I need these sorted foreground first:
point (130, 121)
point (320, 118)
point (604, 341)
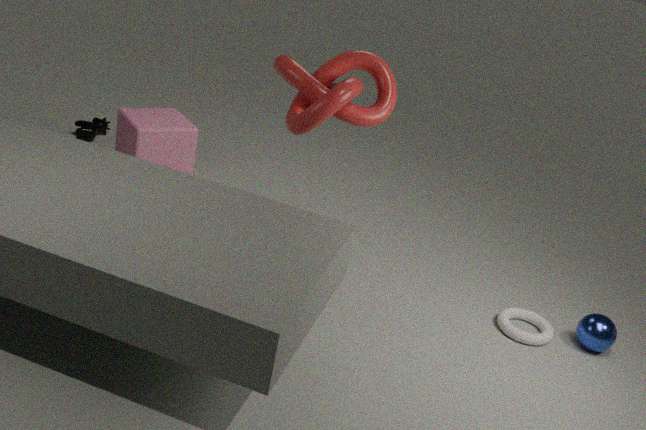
1. point (320, 118)
2. point (604, 341)
3. point (130, 121)
